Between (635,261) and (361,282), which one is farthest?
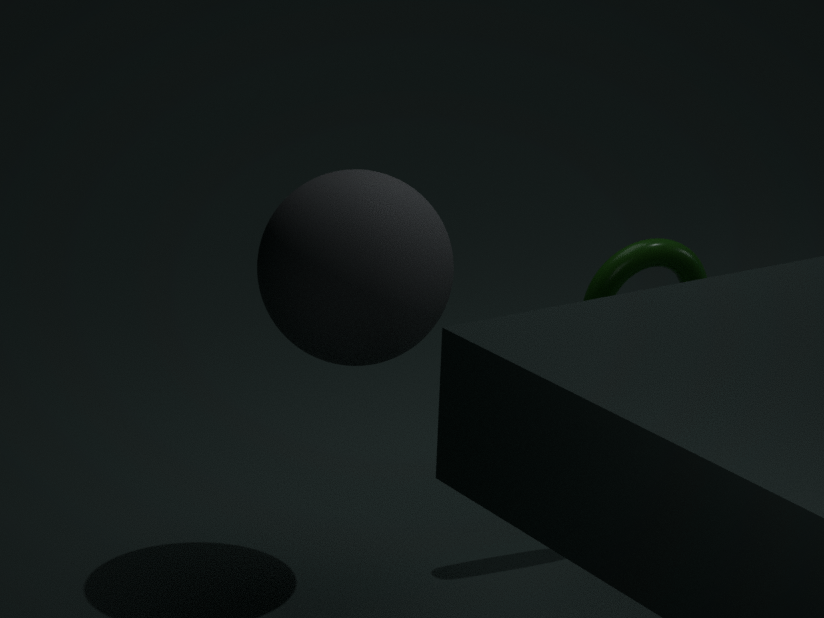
(635,261)
